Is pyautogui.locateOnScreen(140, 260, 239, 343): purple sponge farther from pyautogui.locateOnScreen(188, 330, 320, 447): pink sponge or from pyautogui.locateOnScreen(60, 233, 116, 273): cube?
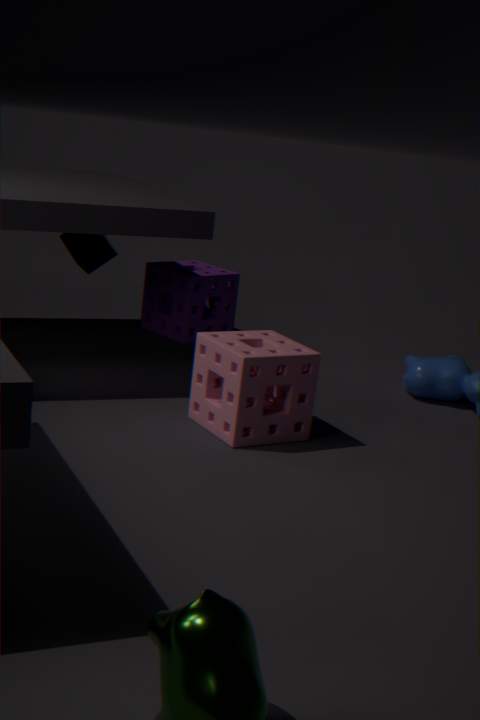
pyautogui.locateOnScreen(188, 330, 320, 447): pink sponge
